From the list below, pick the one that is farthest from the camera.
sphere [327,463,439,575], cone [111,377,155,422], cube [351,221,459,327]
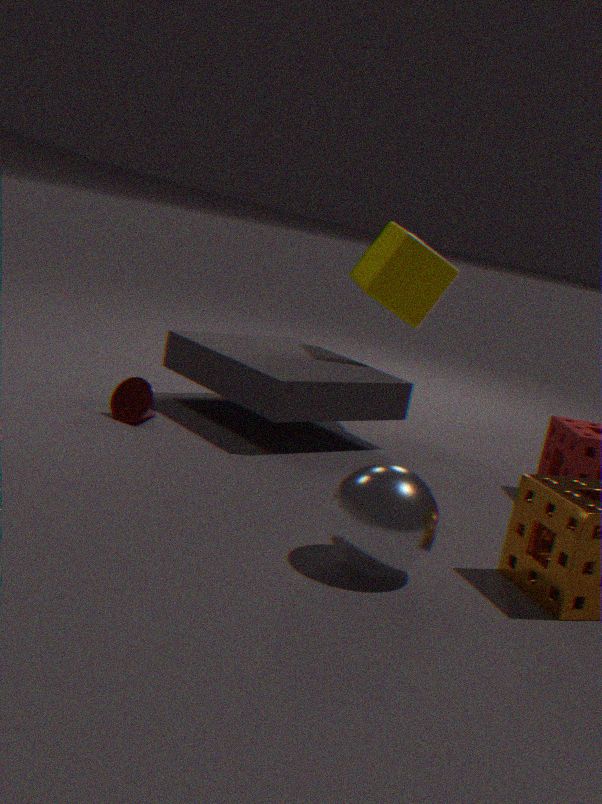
cube [351,221,459,327]
